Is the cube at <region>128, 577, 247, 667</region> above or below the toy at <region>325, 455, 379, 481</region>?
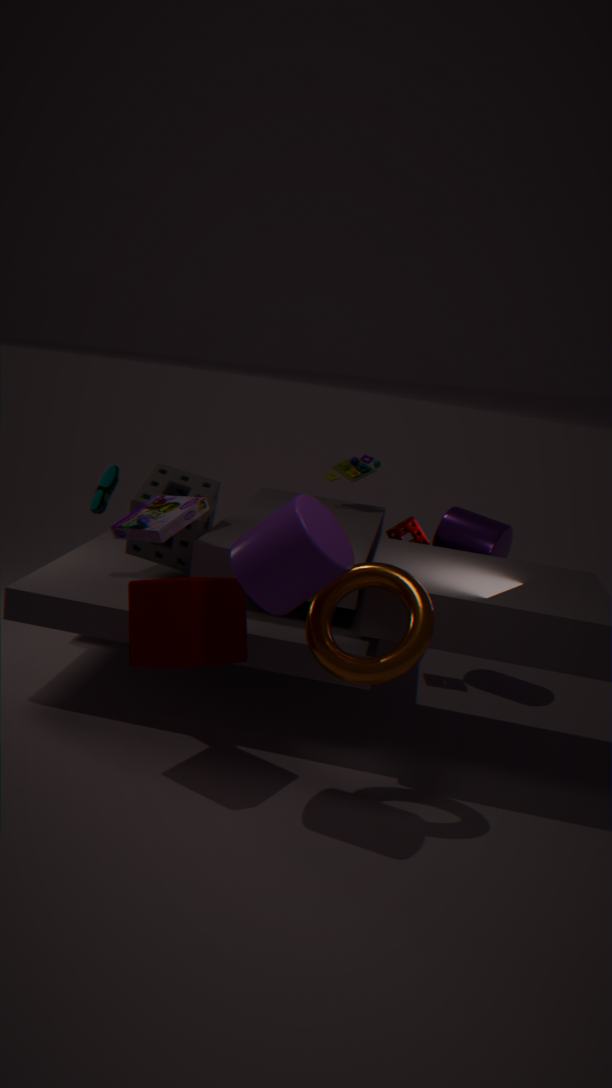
below
